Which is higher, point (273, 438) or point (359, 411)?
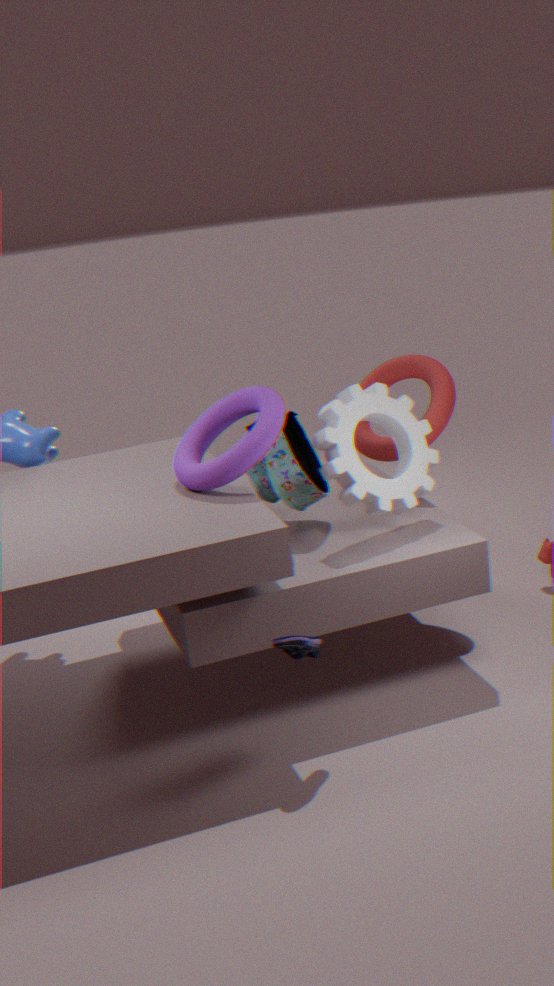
point (273, 438)
